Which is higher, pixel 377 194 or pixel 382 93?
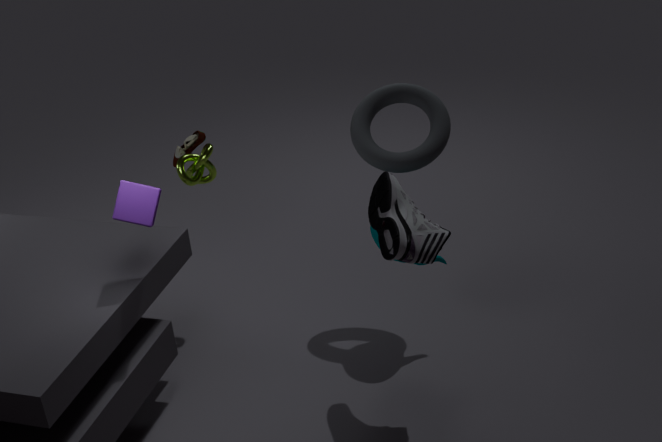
pixel 382 93
